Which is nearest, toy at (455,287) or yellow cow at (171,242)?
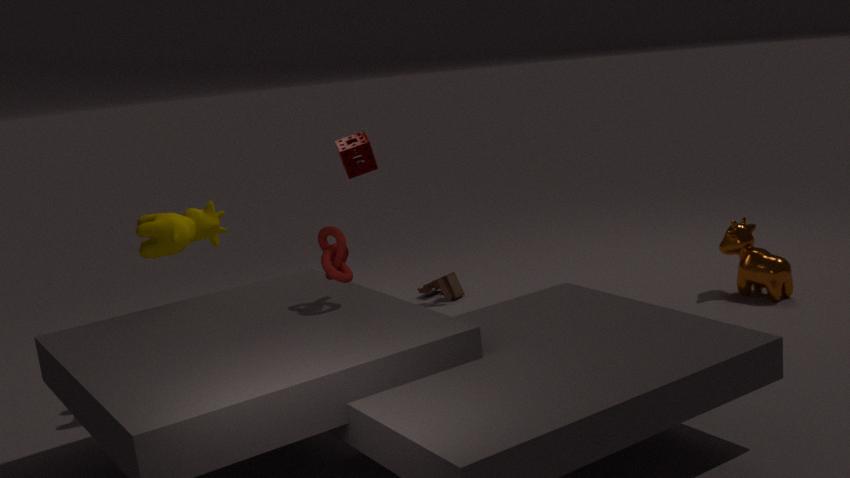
yellow cow at (171,242)
